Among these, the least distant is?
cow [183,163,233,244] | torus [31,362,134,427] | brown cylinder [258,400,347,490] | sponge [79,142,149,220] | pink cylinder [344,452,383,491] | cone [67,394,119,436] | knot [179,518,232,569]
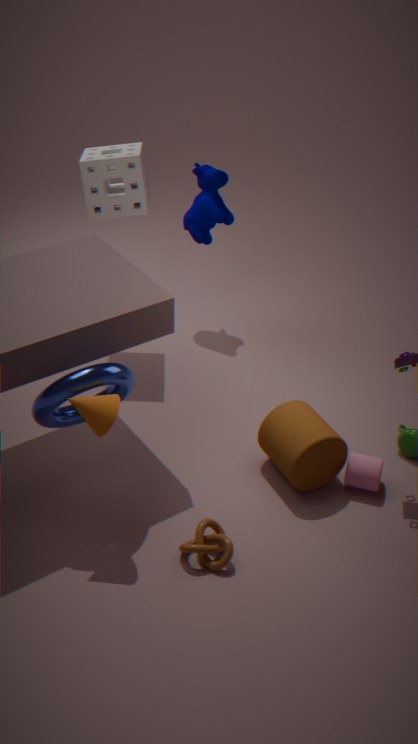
cone [67,394,119,436]
